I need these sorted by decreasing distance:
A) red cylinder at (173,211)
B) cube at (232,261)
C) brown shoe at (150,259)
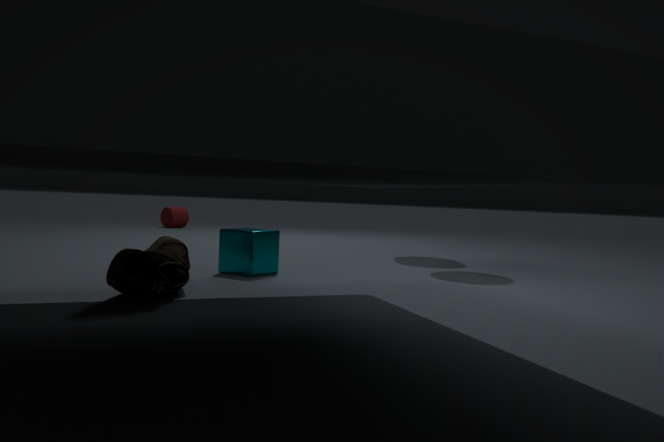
red cylinder at (173,211)
cube at (232,261)
brown shoe at (150,259)
